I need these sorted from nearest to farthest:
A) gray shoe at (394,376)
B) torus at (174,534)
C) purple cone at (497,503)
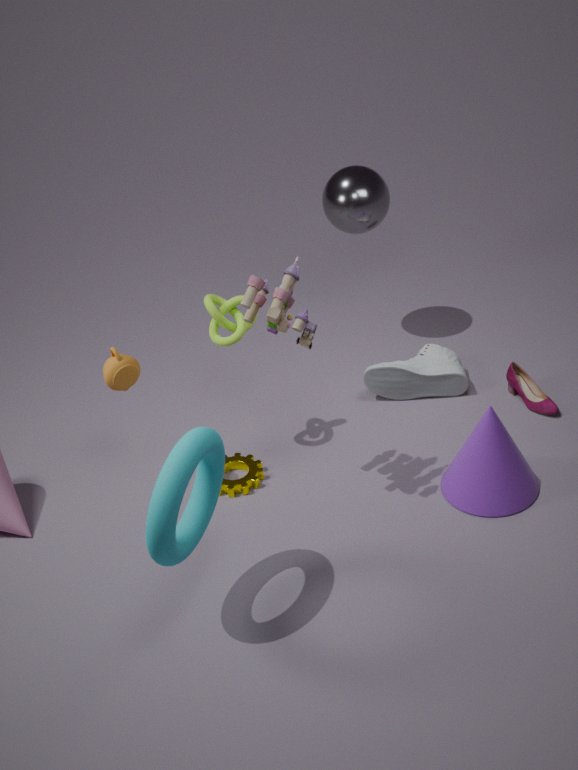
torus at (174,534)
purple cone at (497,503)
gray shoe at (394,376)
